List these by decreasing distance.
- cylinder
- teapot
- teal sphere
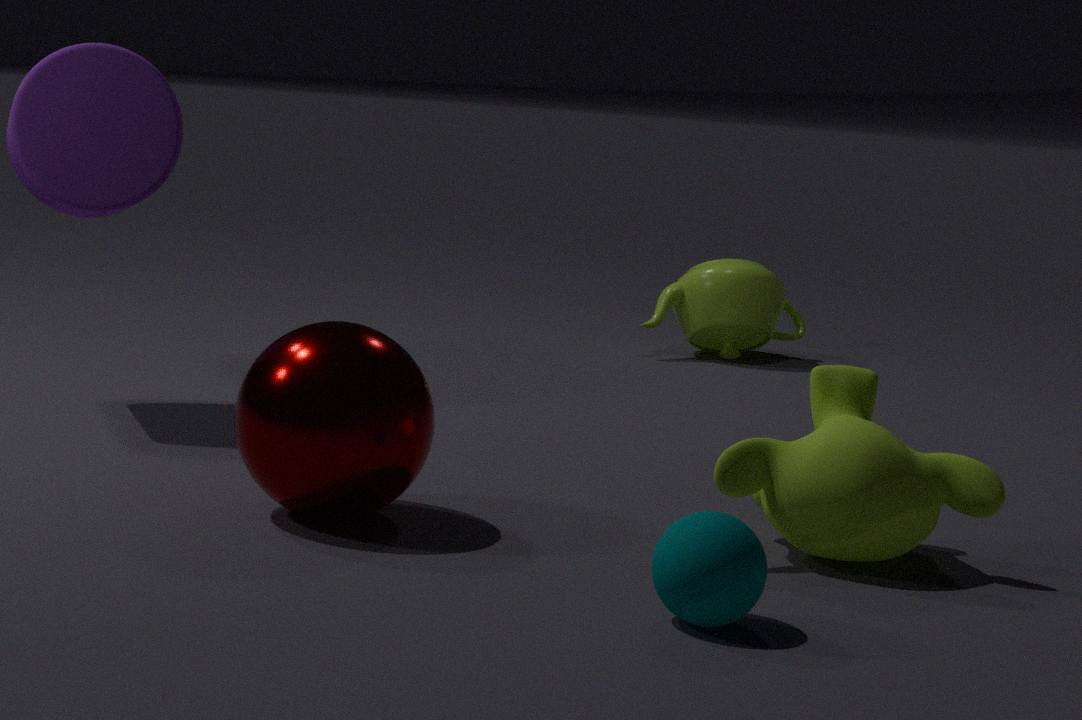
teapot, cylinder, teal sphere
